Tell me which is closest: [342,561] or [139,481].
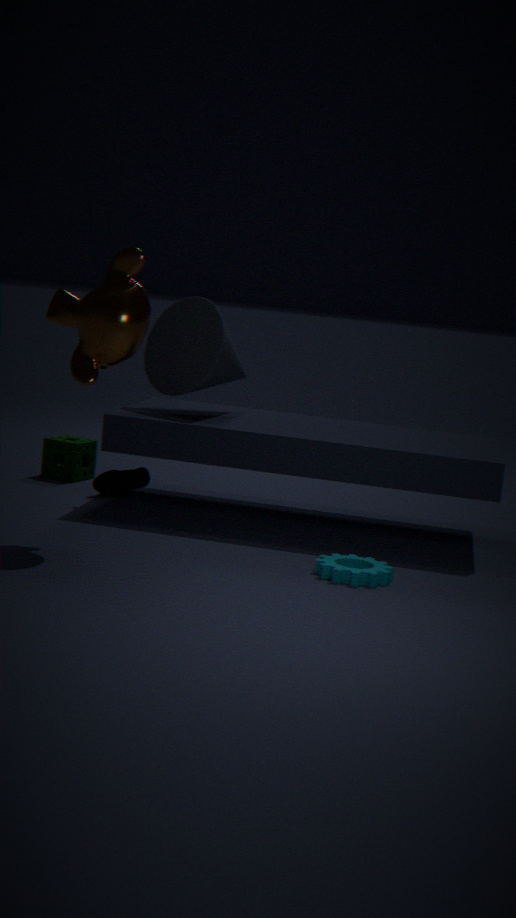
[342,561]
